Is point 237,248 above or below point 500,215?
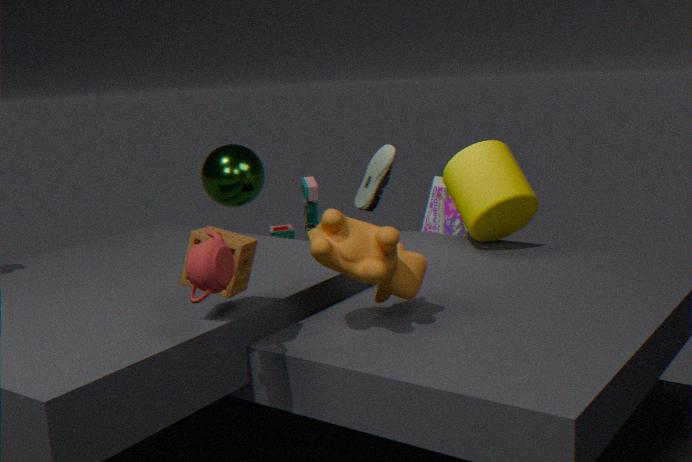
above
